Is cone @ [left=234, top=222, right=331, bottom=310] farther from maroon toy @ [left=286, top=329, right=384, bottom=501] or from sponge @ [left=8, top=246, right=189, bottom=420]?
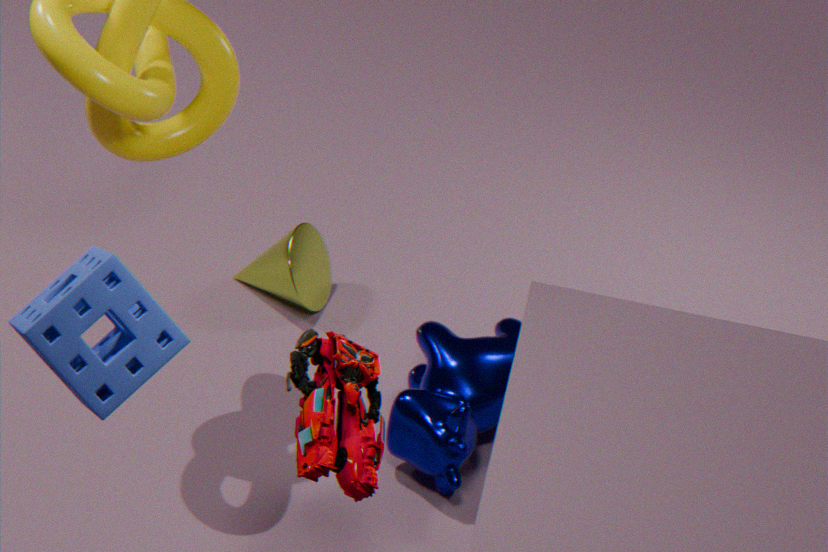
sponge @ [left=8, top=246, right=189, bottom=420]
